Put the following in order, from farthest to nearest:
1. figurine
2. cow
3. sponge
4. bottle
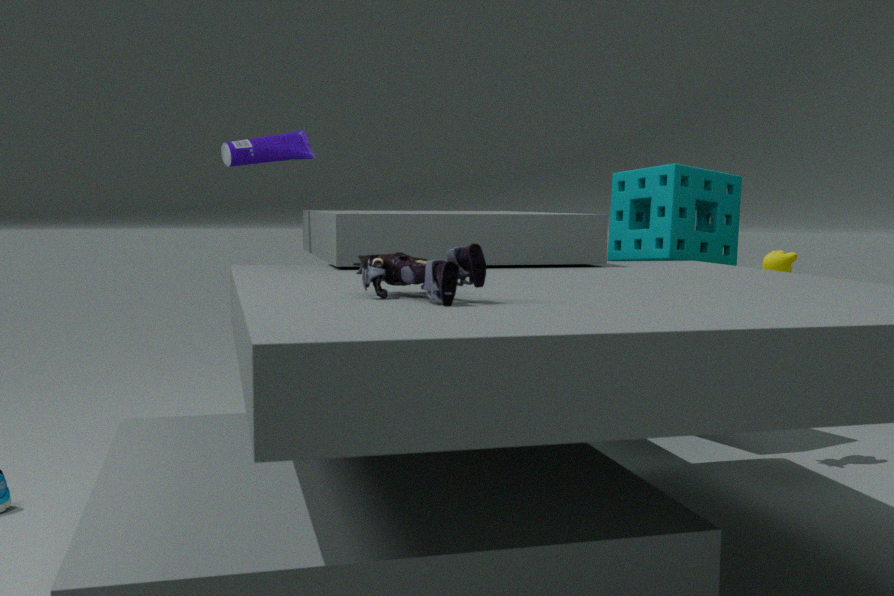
sponge
bottle
cow
figurine
